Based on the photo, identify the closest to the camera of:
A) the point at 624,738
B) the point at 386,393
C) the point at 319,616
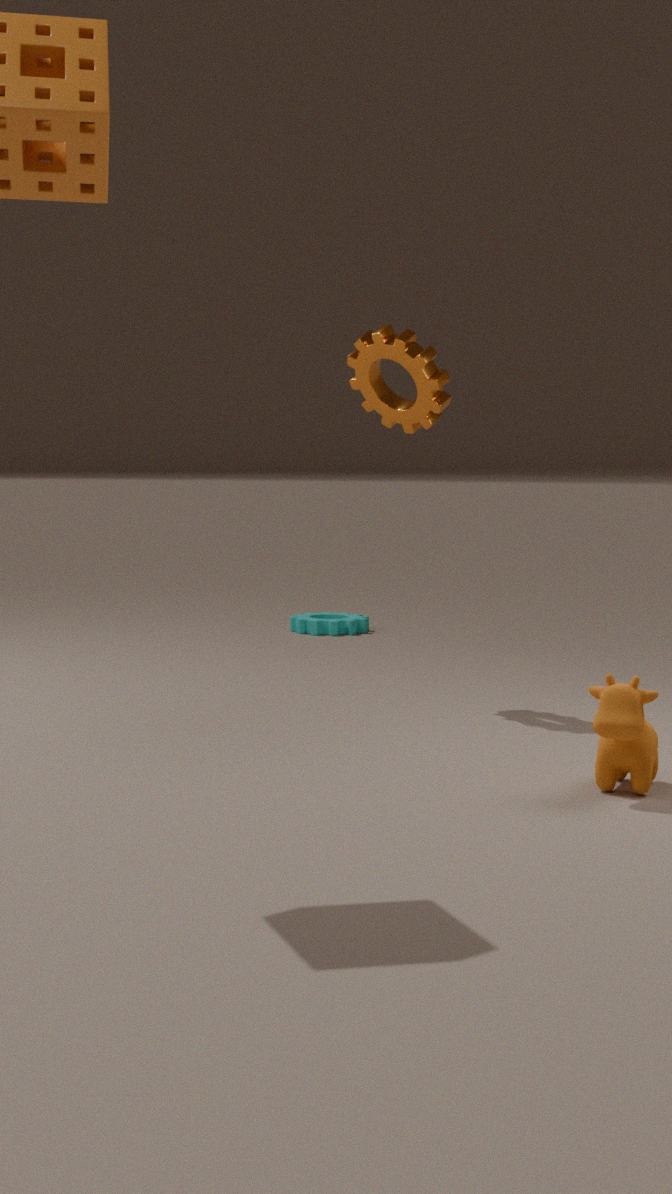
the point at 624,738
